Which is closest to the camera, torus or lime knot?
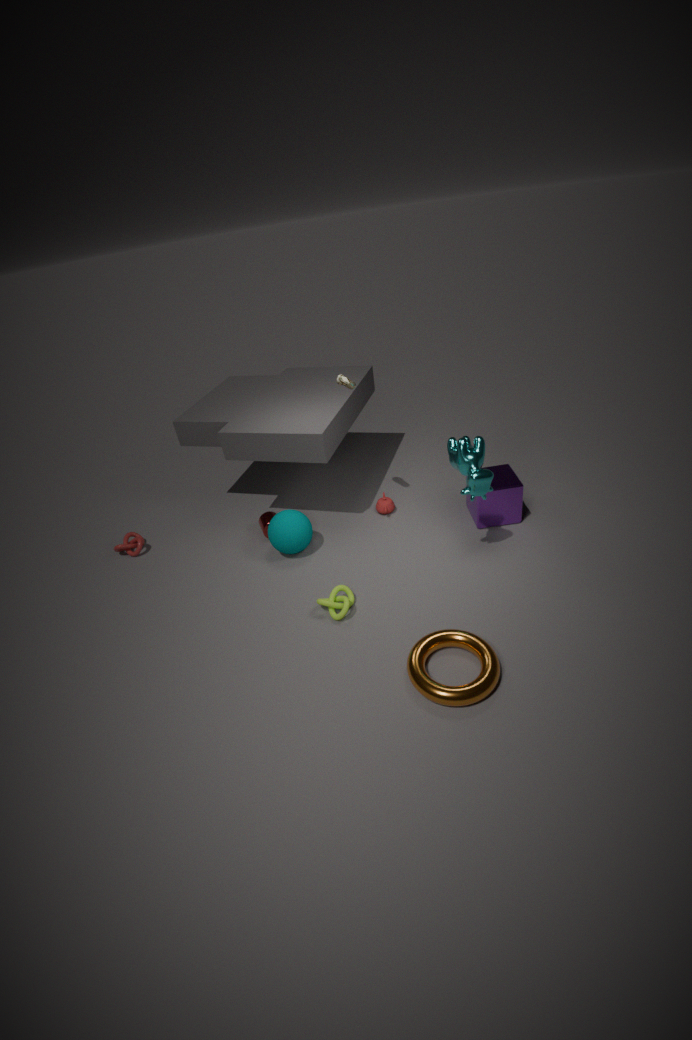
torus
